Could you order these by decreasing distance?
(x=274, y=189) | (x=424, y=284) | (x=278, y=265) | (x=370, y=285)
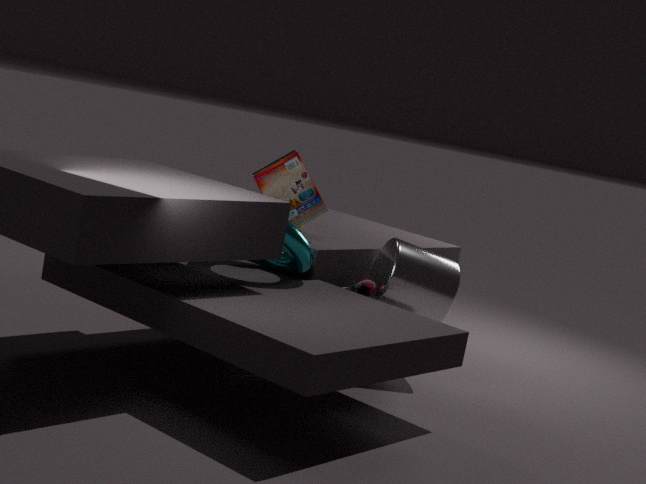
(x=274, y=189), (x=424, y=284), (x=370, y=285), (x=278, y=265)
